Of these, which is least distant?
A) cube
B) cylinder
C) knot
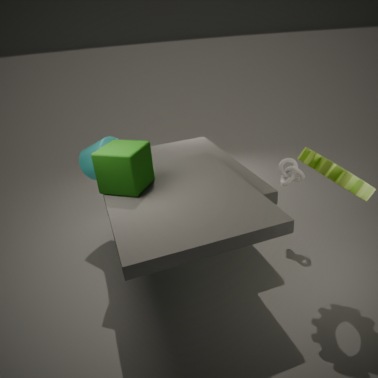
cube
